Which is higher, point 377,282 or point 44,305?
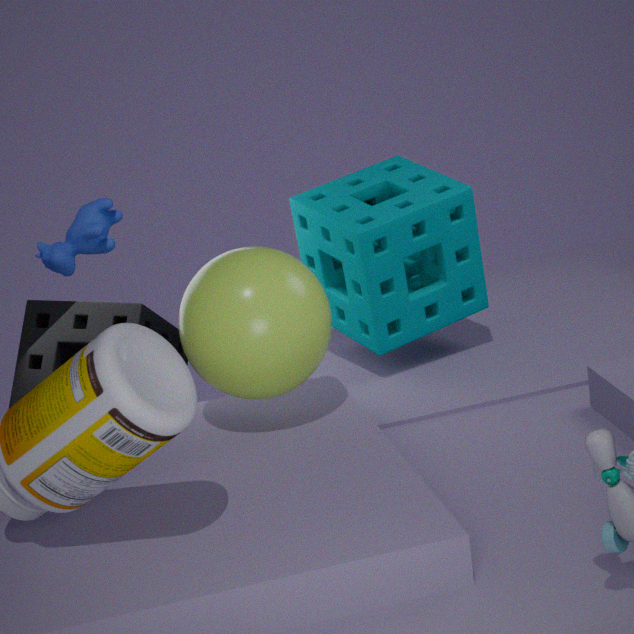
point 377,282
